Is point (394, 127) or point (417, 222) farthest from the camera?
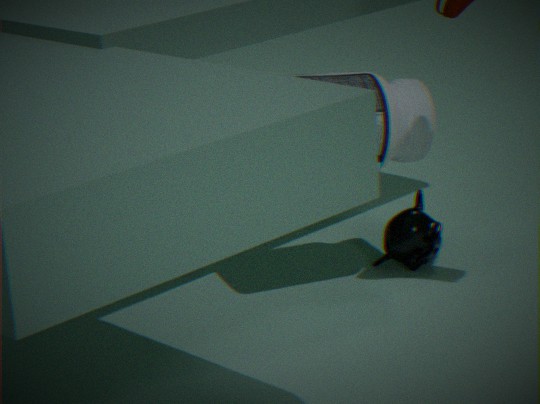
point (417, 222)
